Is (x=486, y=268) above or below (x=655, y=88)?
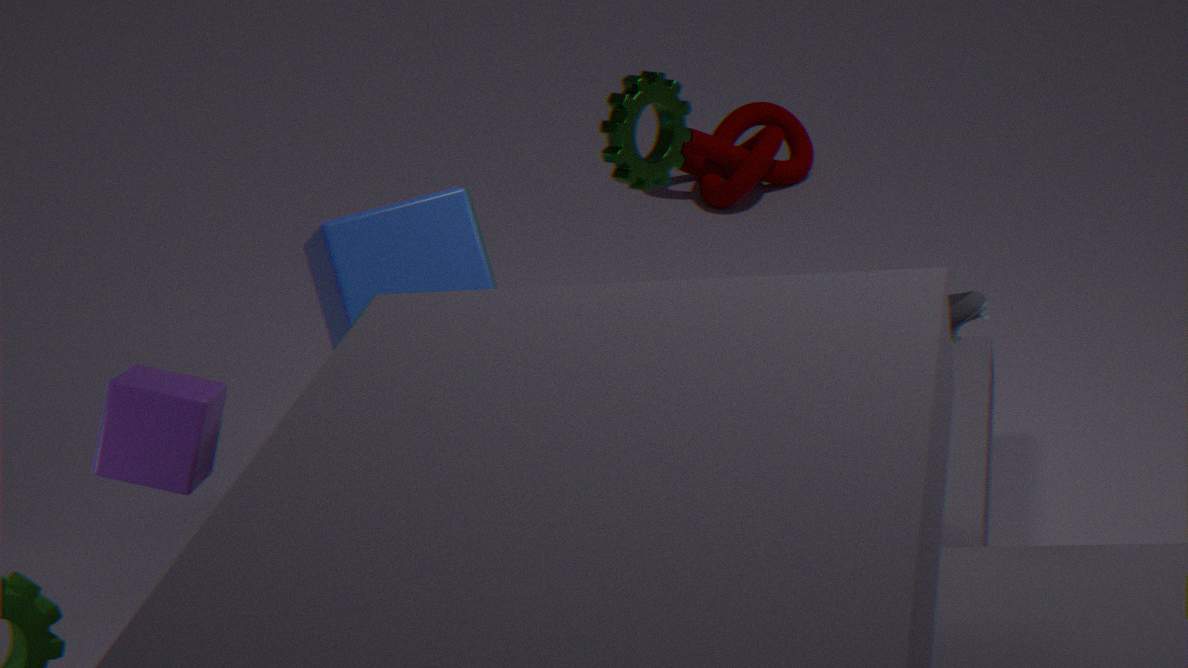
below
